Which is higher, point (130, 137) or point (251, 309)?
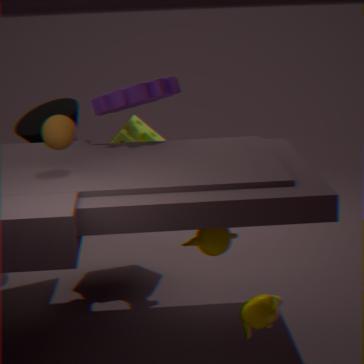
point (130, 137)
